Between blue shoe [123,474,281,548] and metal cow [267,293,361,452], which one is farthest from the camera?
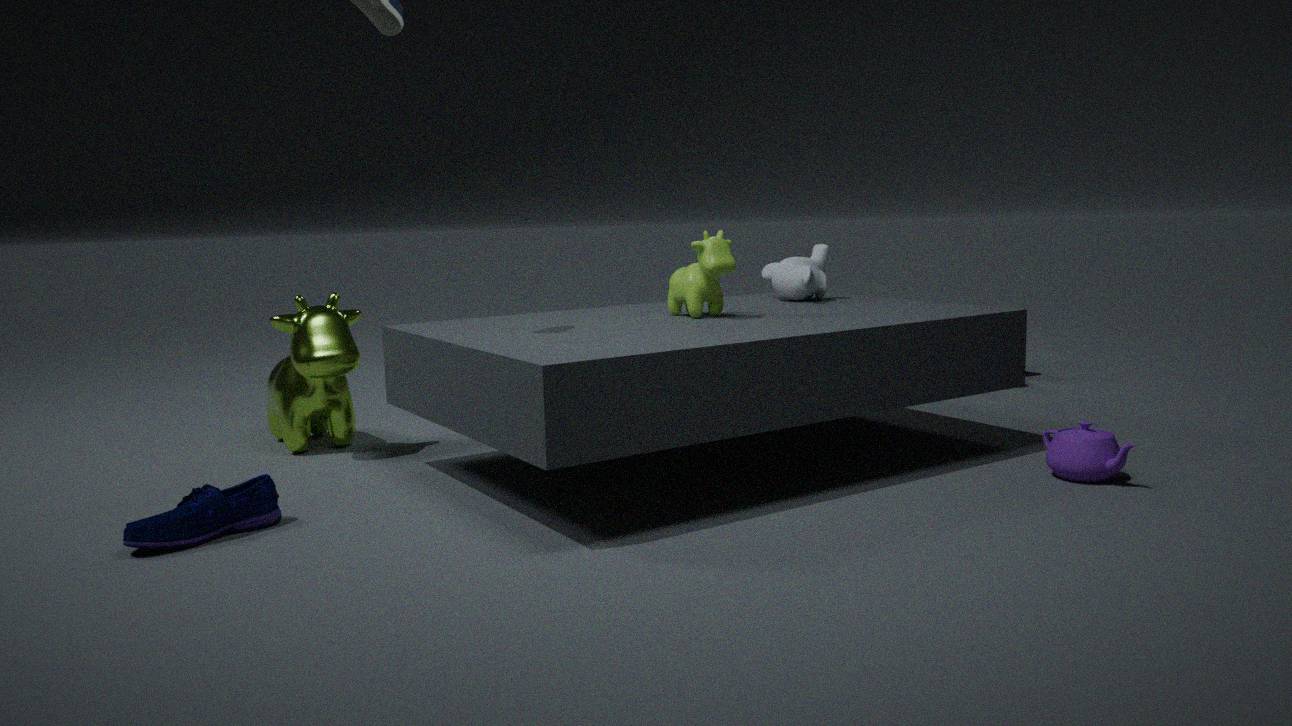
metal cow [267,293,361,452]
